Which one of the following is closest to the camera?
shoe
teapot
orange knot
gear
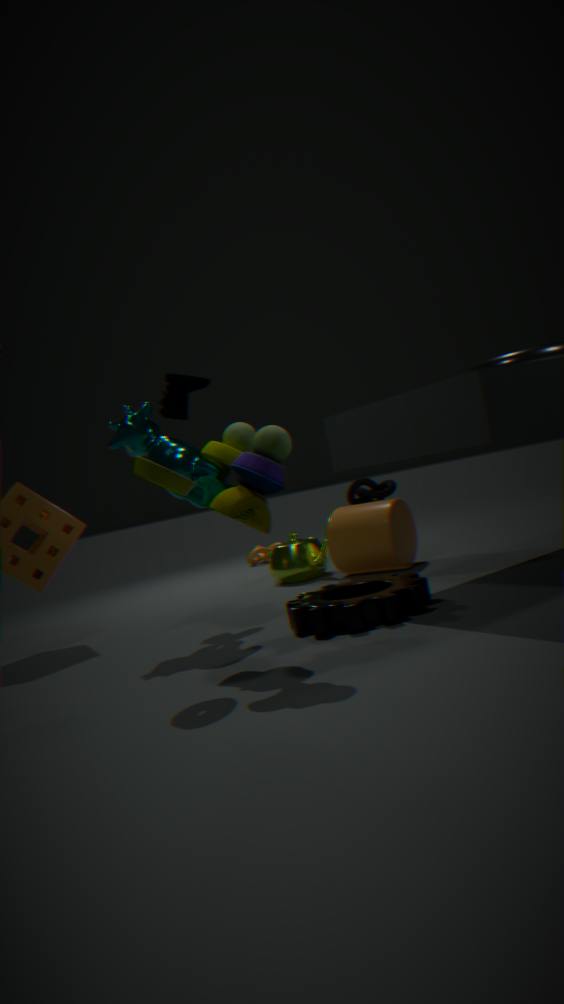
gear
